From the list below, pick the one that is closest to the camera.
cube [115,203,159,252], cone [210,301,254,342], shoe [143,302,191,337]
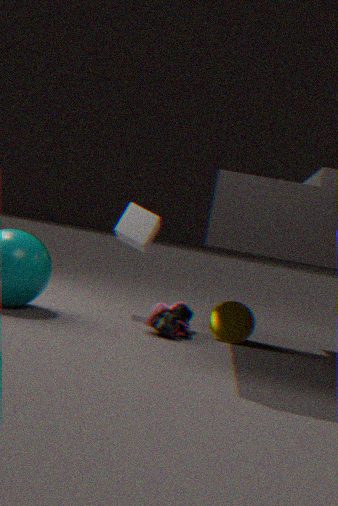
shoe [143,302,191,337]
